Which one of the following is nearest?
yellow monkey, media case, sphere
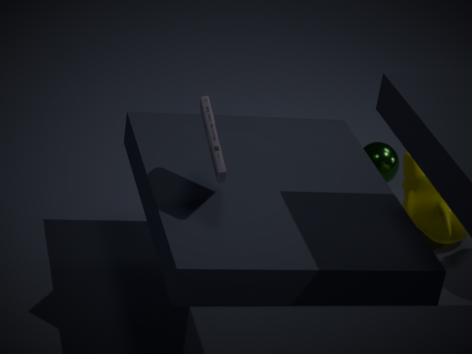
media case
